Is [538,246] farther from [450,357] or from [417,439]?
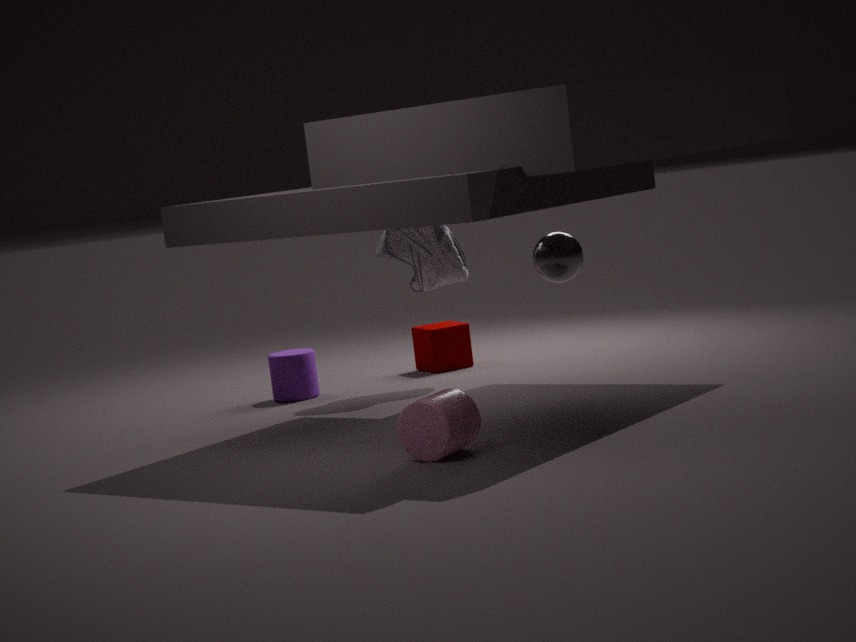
[417,439]
